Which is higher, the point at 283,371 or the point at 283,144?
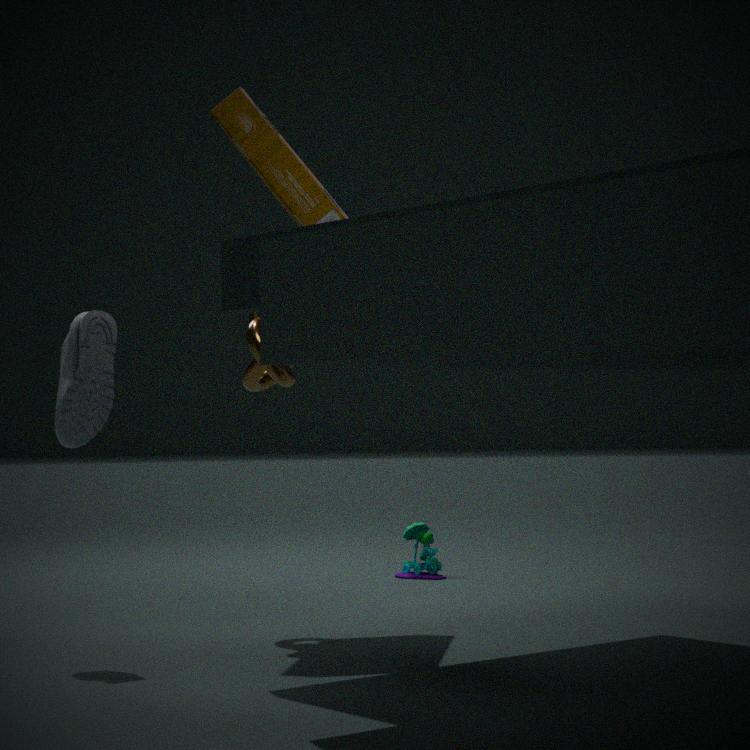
the point at 283,144
